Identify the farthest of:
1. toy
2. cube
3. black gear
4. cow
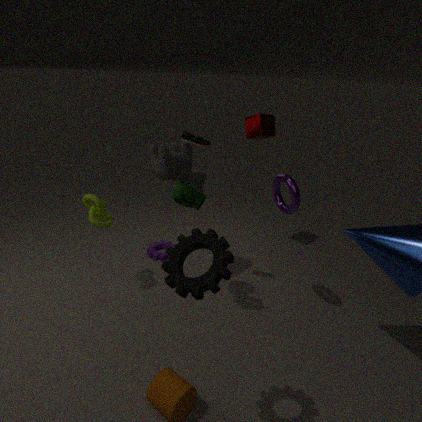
cube
